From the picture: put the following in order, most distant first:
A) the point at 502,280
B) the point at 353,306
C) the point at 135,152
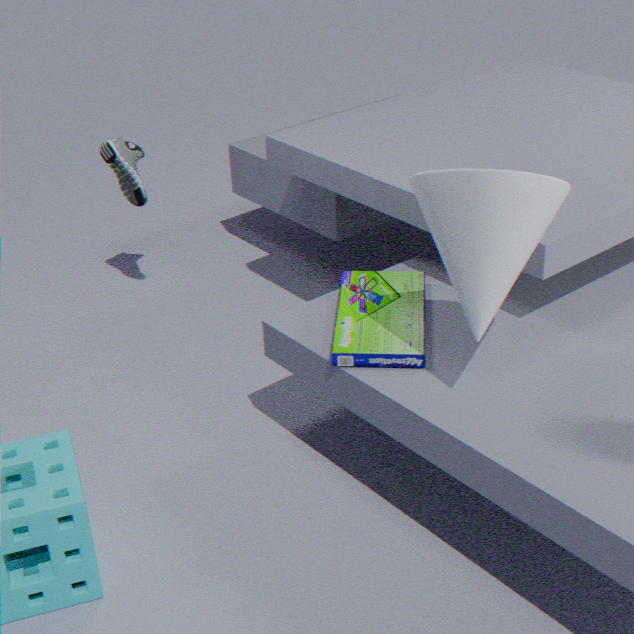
the point at 135,152 → the point at 353,306 → the point at 502,280
